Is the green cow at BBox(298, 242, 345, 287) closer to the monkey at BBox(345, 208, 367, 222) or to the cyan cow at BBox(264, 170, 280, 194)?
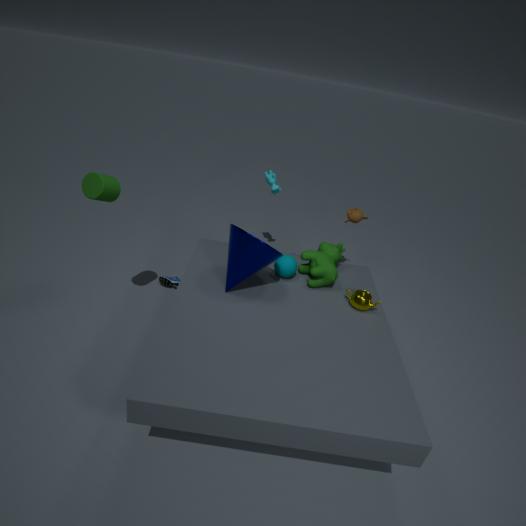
the monkey at BBox(345, 208, 367, 222)
